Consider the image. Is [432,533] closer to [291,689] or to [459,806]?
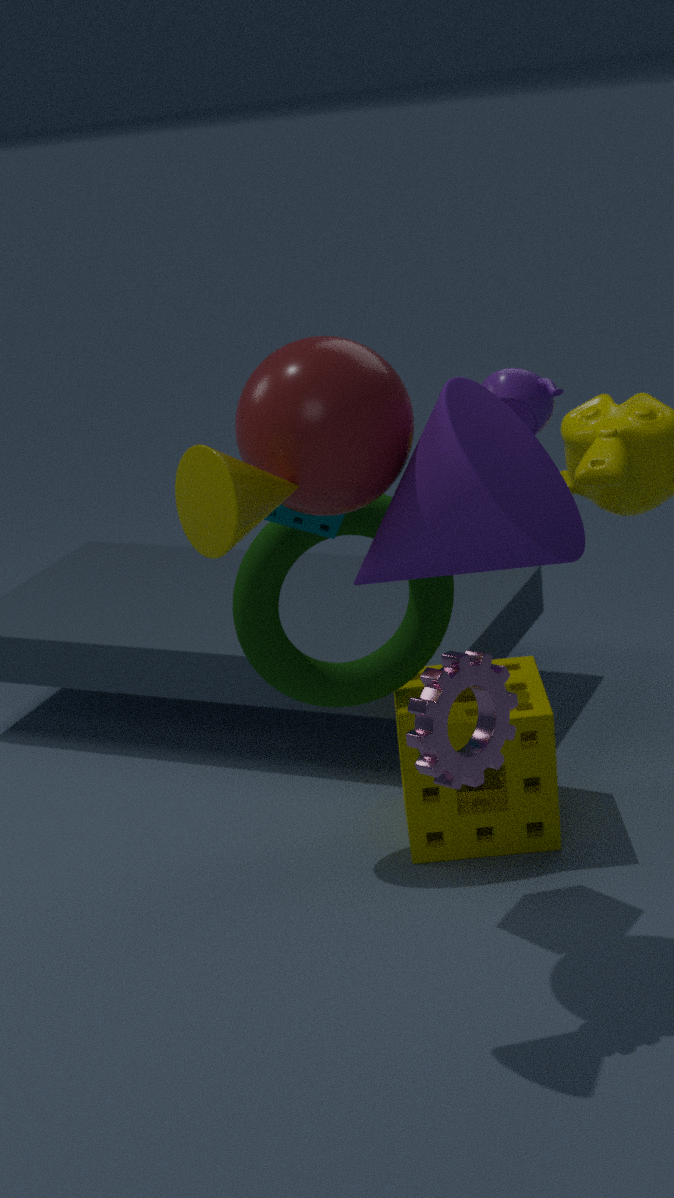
[291,689]
